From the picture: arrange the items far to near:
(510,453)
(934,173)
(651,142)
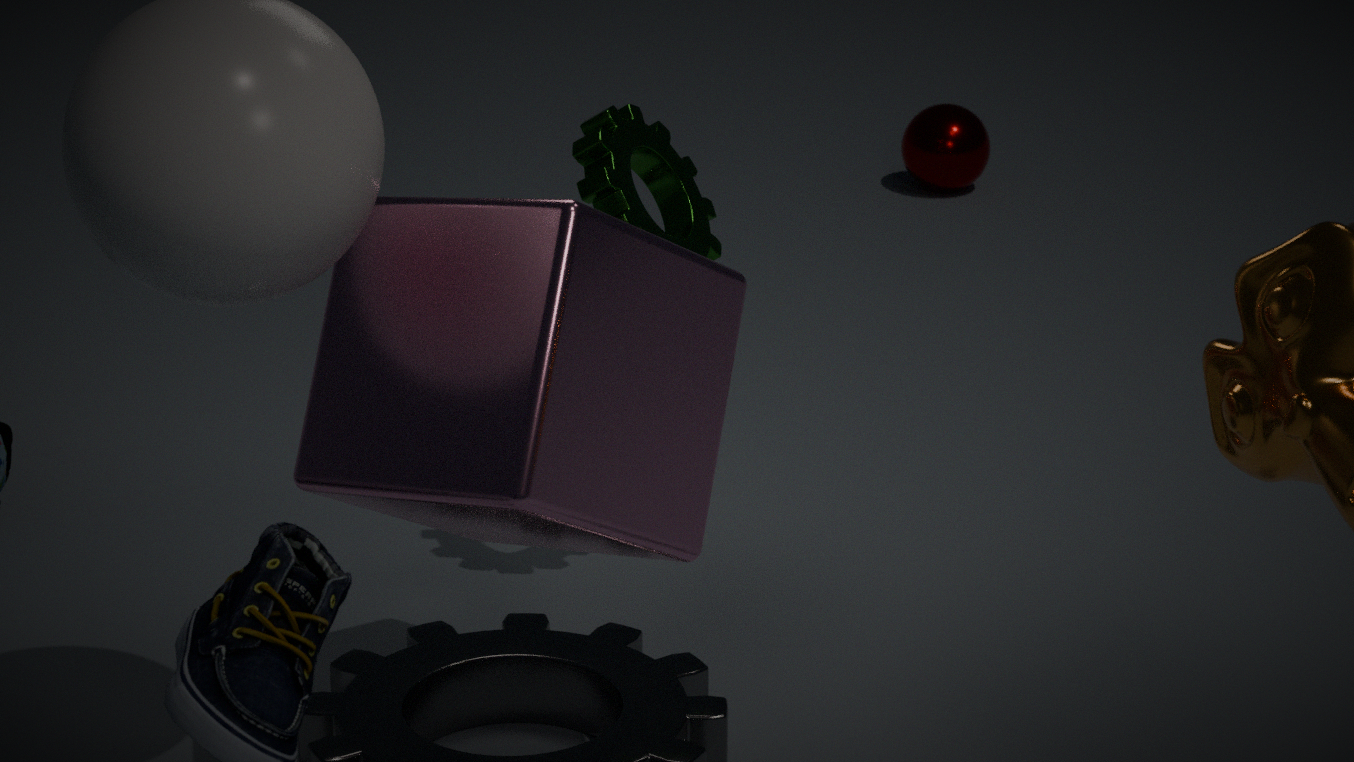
(934,173), (651,142), (510,453)
